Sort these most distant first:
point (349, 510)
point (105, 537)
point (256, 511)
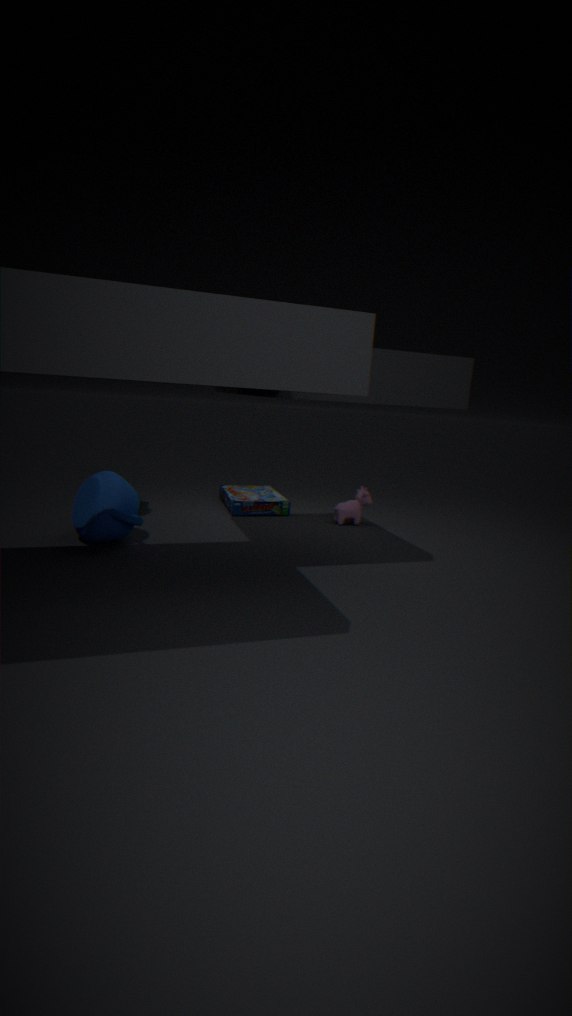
1. point (256, 511)
2. point (349, 510)
3. point (105, 537)
